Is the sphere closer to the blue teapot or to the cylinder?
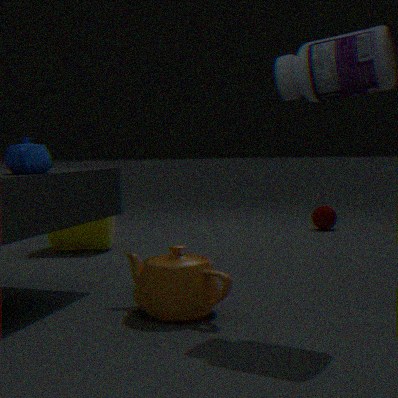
the cylinder
